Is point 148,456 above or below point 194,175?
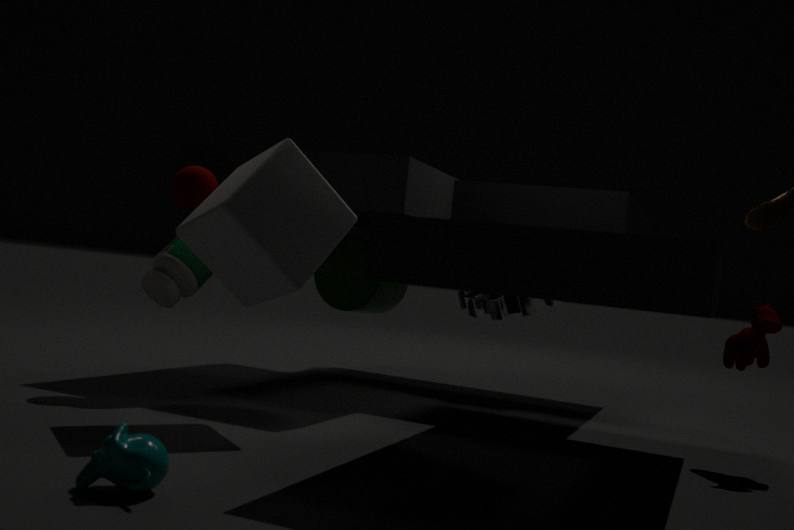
below
